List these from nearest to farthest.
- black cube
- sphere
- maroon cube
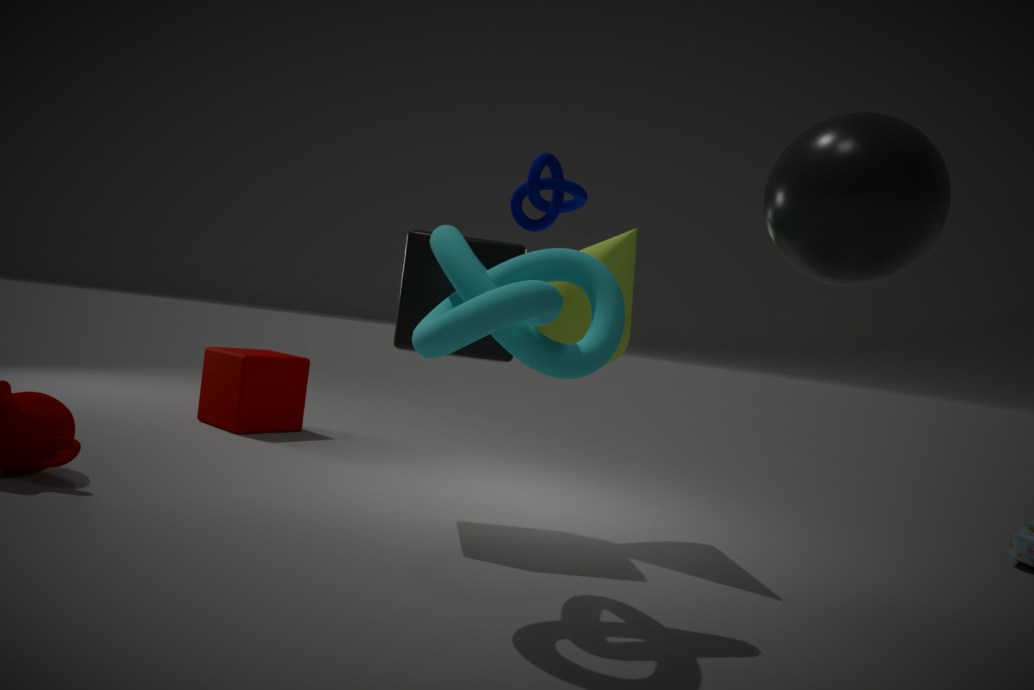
sphere
black cube
maroon cube
